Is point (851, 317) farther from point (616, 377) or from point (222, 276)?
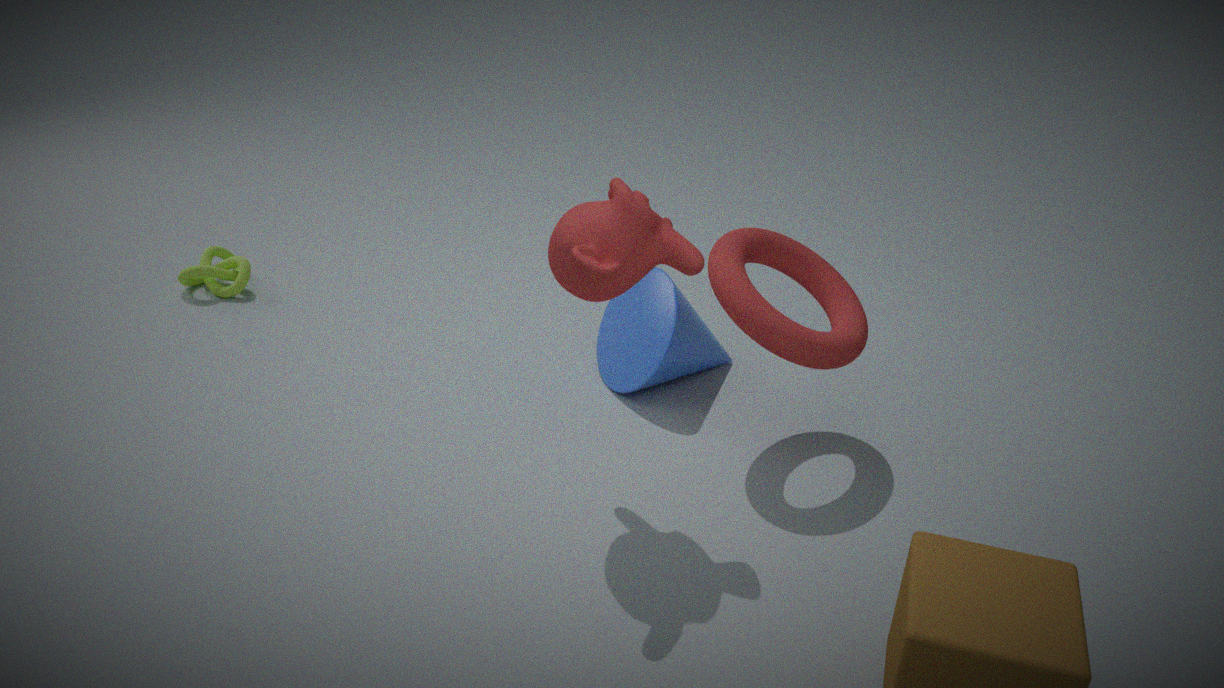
point (222, 276)
